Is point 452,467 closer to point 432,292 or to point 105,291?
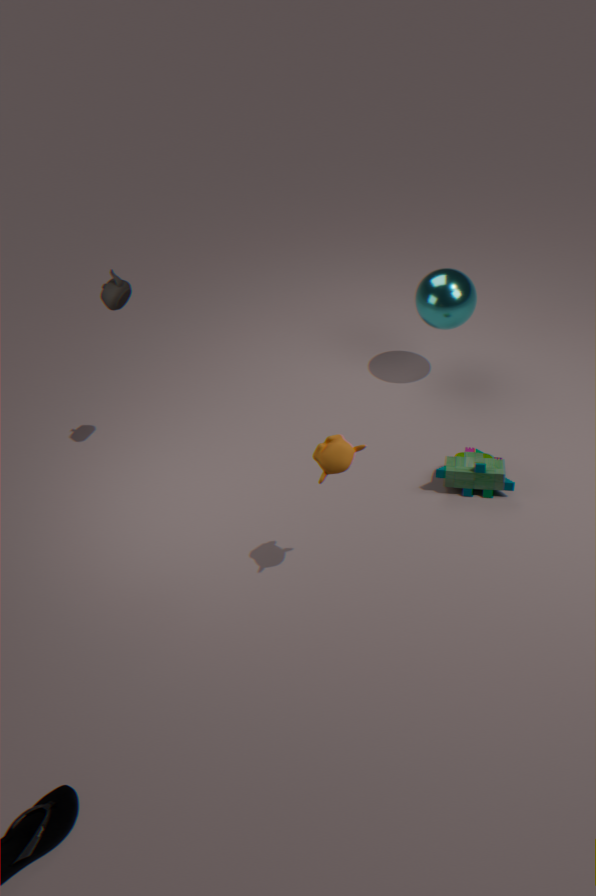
point 432,292
